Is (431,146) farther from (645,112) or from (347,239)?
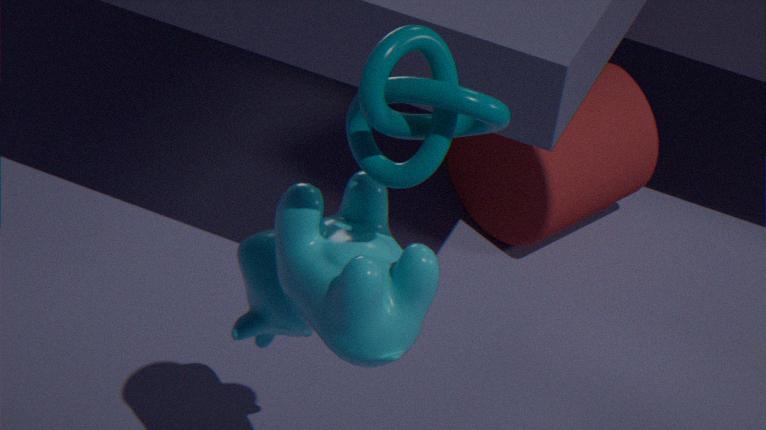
(645,112)
